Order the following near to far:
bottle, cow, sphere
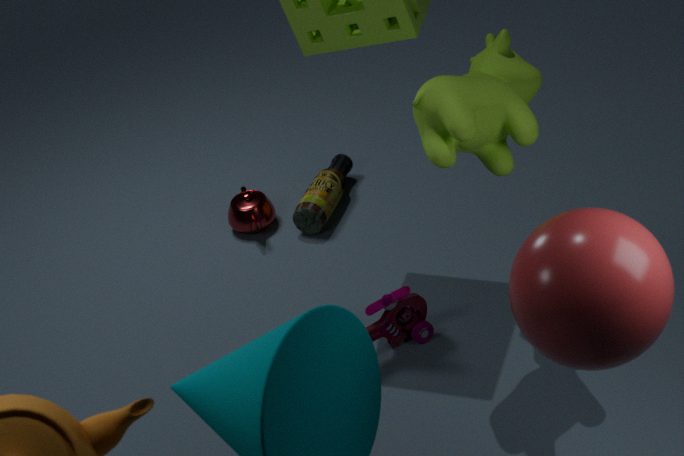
1. sphere
2. cow
3. bottle
